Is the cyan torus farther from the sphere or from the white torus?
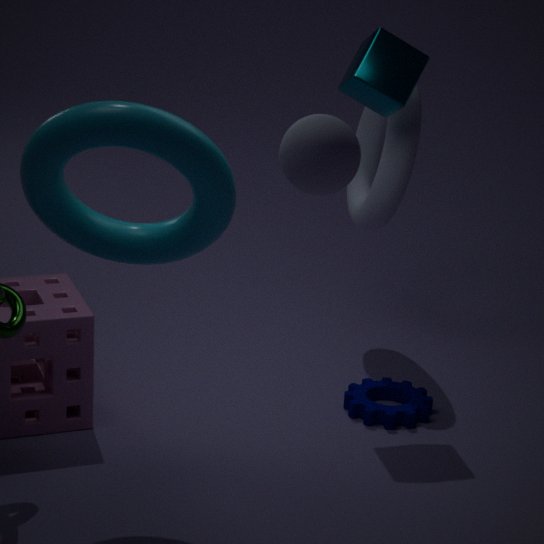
the white torus
